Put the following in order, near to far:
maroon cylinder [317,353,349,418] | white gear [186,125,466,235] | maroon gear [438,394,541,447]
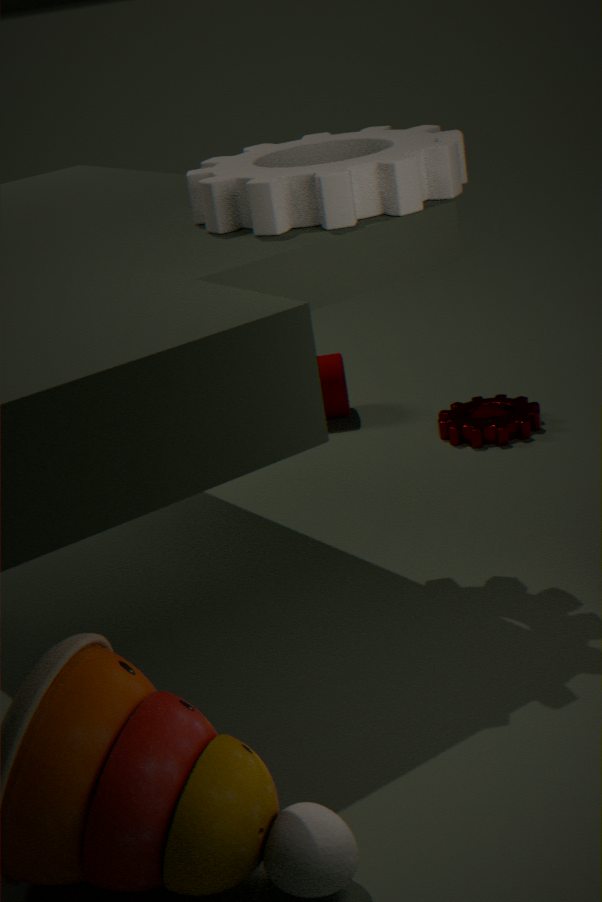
Result: white gear [186,125,466,235]
maroon gear [438,394,541,447]
maroon cylinder [317,353,349,418]
